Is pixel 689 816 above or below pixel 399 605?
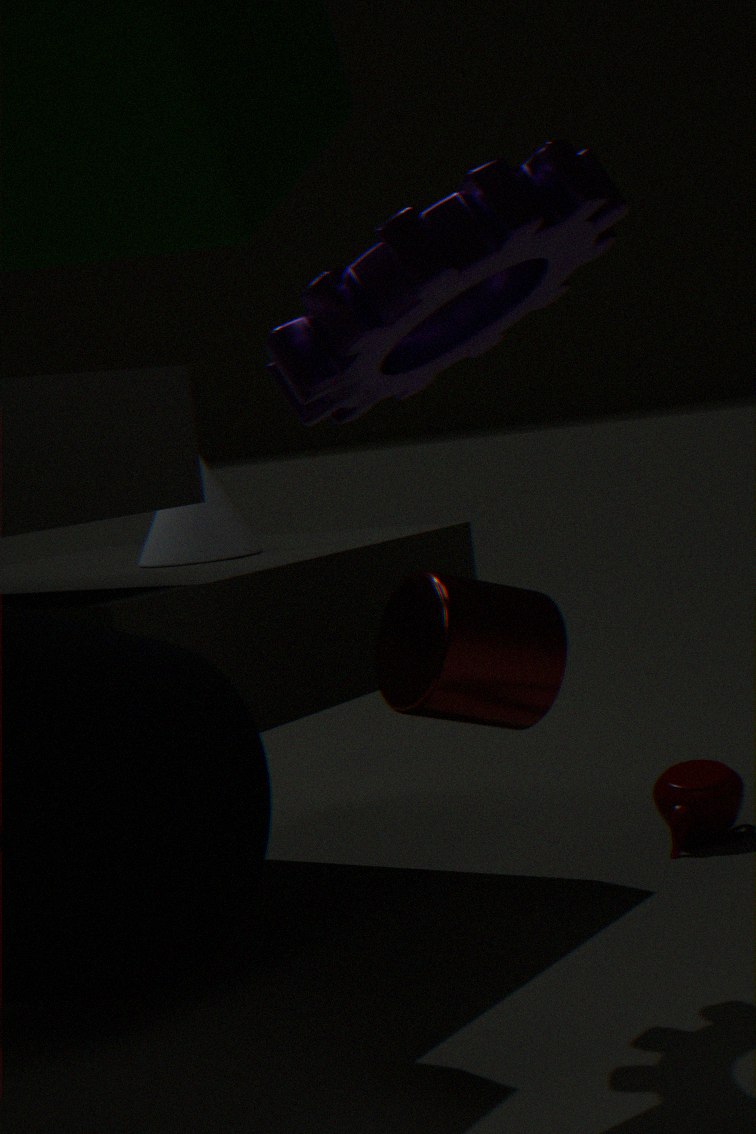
below
